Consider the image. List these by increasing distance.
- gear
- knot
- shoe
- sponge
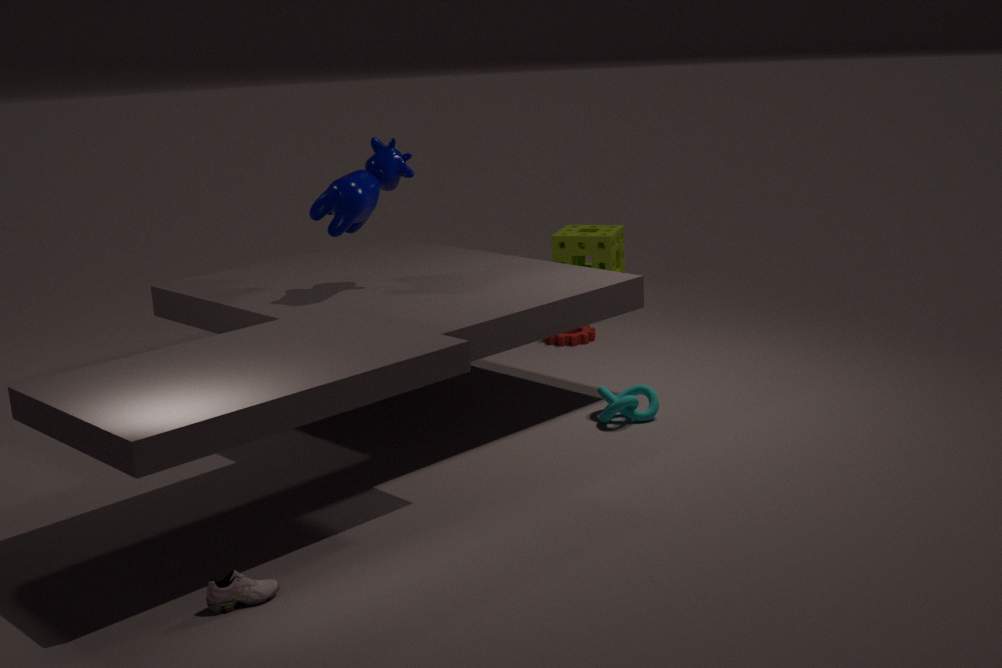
shoe < knot < gear < sponge
